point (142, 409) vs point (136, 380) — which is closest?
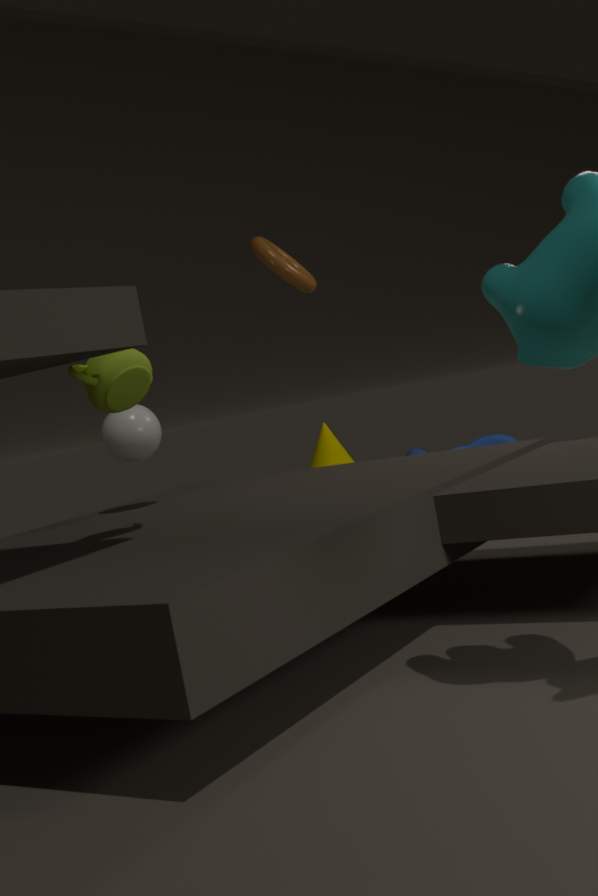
point (136, 380)
